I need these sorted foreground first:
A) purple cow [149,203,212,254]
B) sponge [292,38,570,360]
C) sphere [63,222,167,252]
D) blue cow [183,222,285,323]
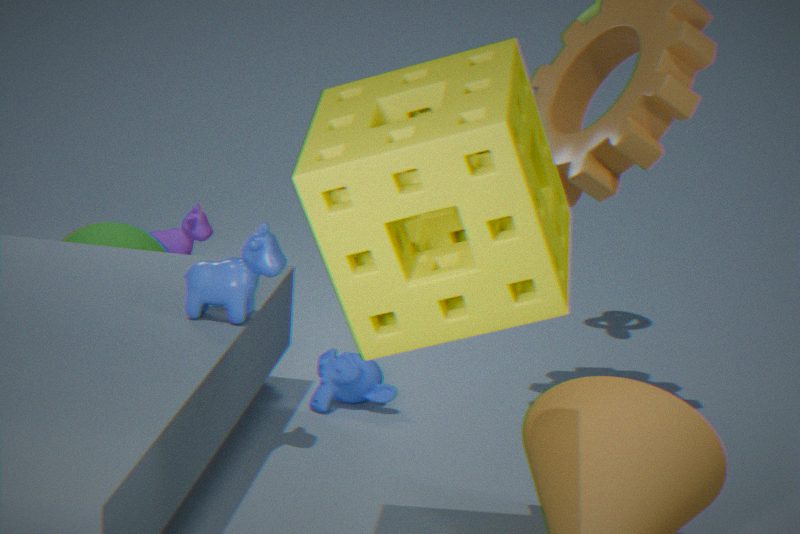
sponge [292,38,570,360] < blue cow [183,222,285,323] < sphere [63,222,167,252] < purple cow [149,203,212,254]
